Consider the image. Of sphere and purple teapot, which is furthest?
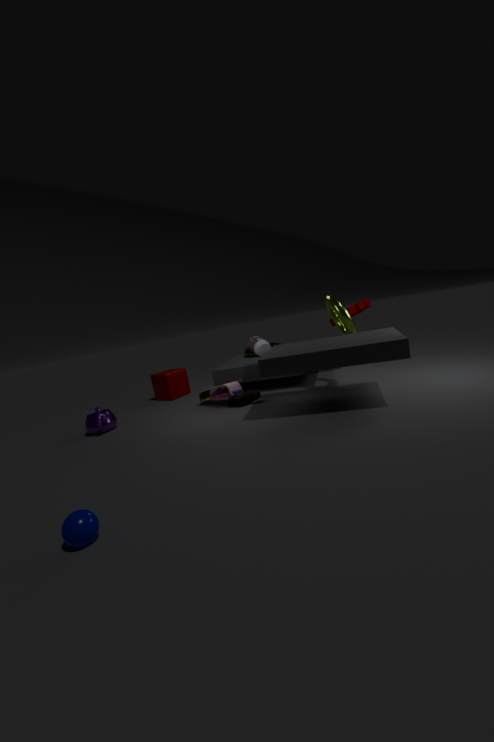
purple teapot
